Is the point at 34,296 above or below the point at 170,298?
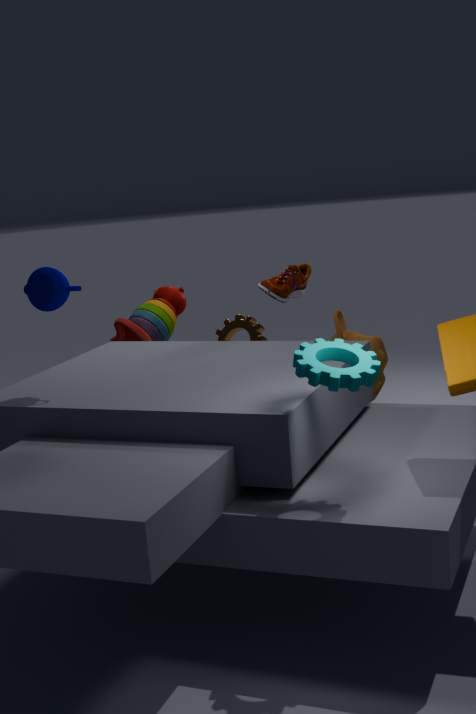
above
